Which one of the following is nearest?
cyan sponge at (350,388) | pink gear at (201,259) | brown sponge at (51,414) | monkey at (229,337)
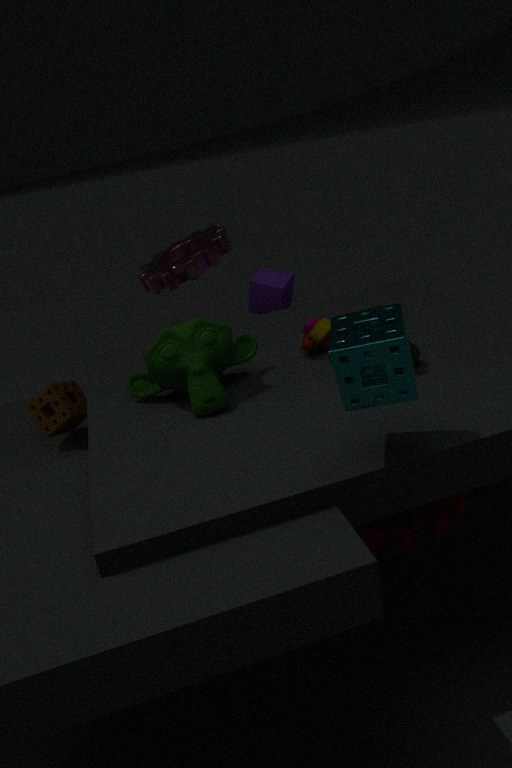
cyan sponge at (350,388)
